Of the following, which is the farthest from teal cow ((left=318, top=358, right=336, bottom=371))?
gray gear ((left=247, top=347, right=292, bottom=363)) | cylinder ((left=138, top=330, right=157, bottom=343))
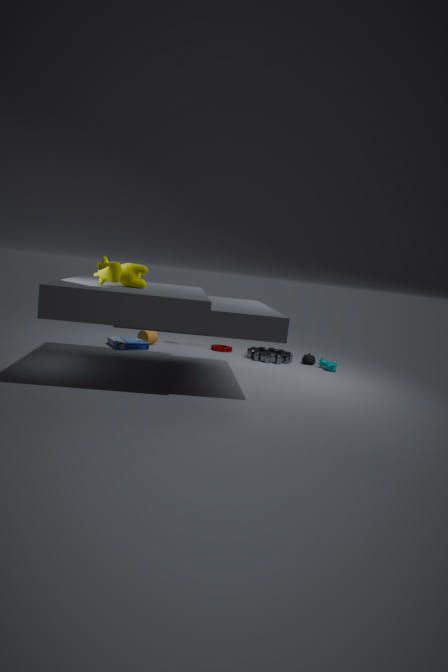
cylinder ((left=138, top=330, right=157, bottom=343))
